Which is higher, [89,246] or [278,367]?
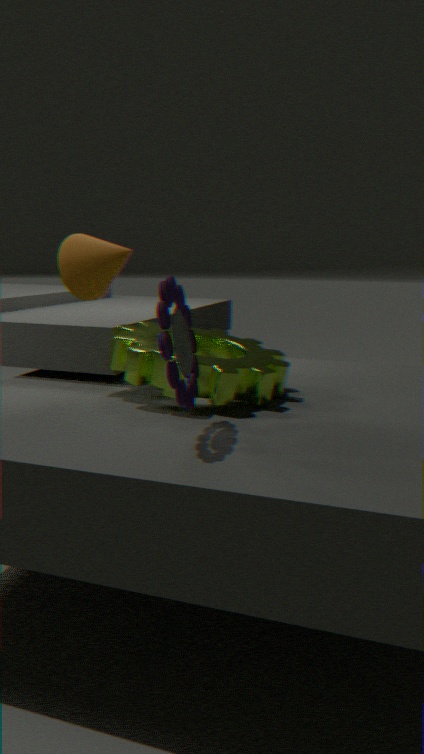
[89,246]
